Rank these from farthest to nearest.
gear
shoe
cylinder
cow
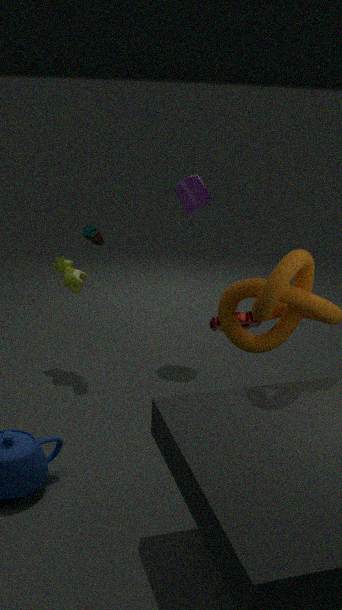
1. cylinder
2. cow
3. shoe
4. gear
